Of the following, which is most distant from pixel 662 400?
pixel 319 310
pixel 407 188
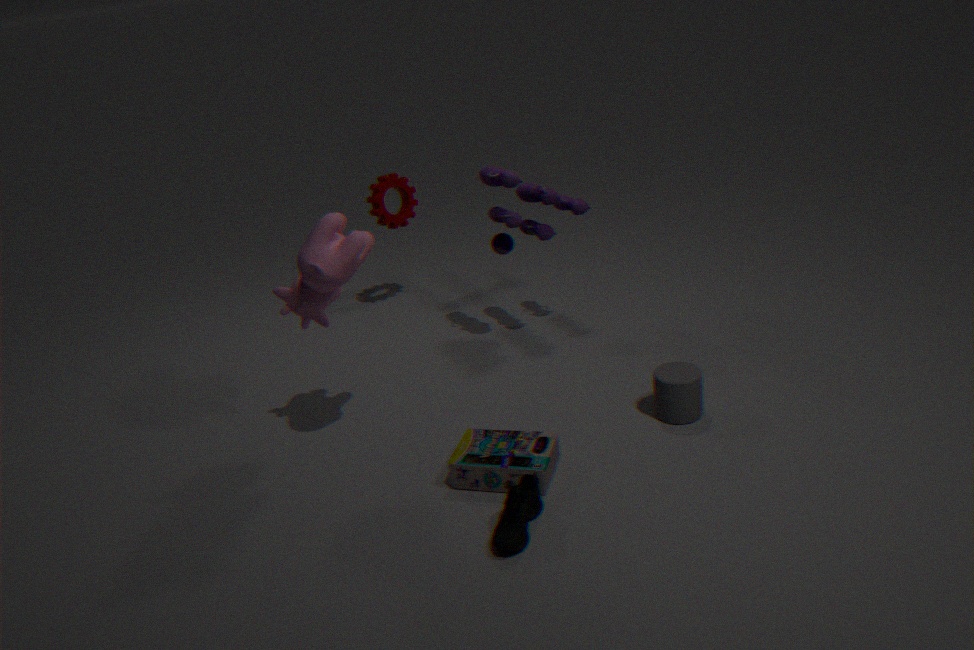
pixel 407 188
